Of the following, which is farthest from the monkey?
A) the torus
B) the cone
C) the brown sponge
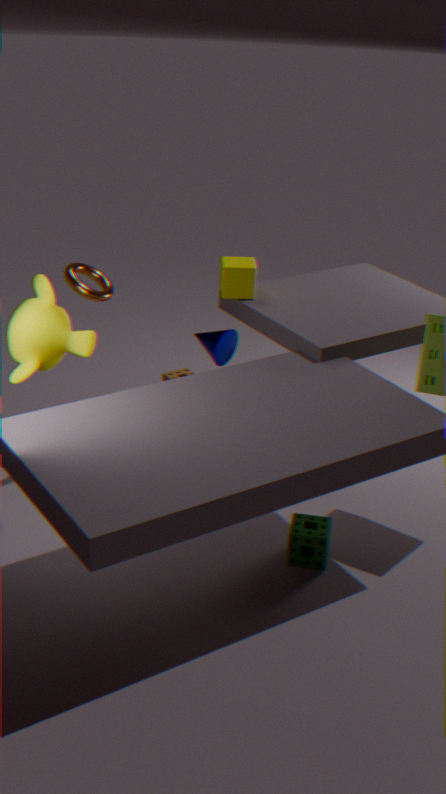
the brown sponge
